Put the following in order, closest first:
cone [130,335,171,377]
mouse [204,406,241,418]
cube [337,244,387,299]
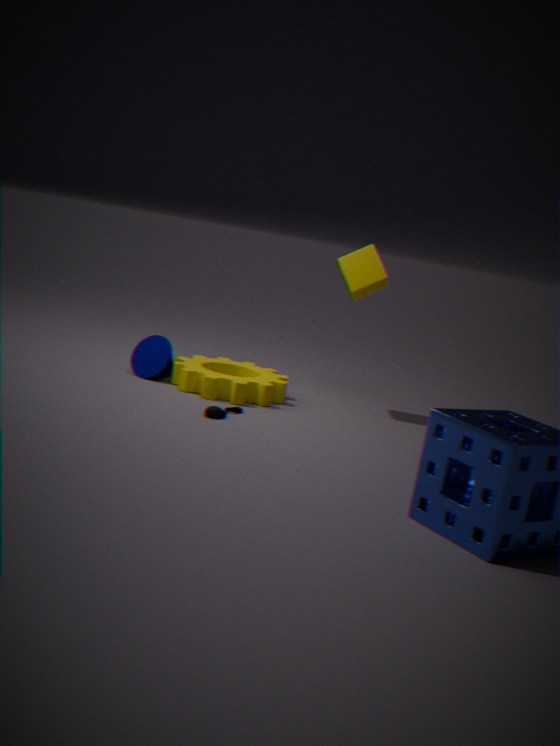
mouse [204,406,241,418] < cone [130,335,171,377] < cube [337,244,387,299]
